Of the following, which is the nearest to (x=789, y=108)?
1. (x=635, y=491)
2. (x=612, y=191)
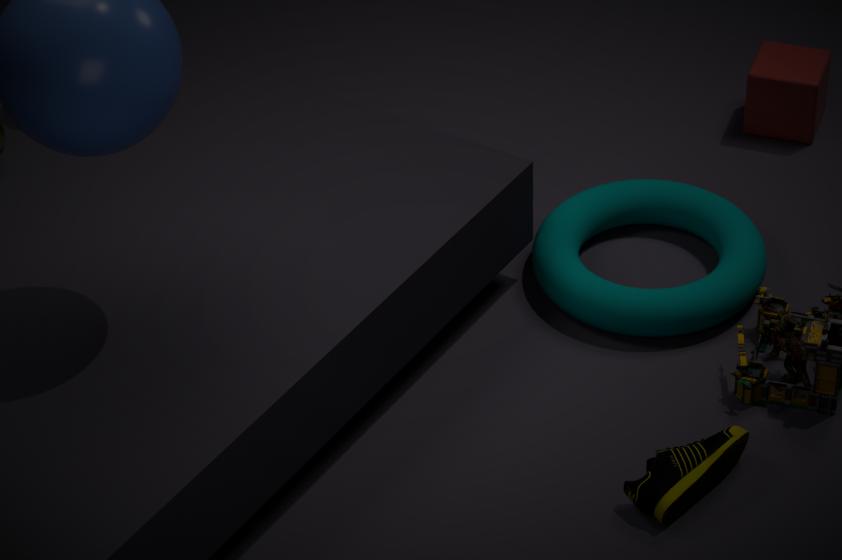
(x=612, y=191)
